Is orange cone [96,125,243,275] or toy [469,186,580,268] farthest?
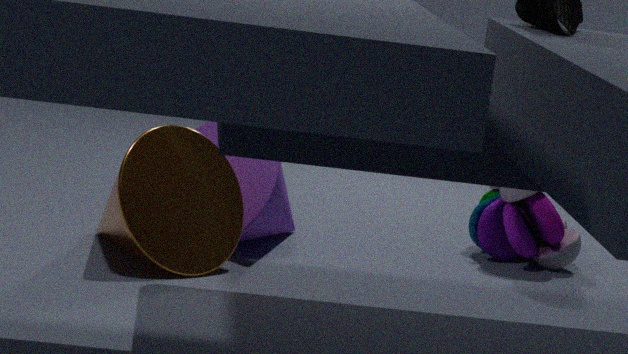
toy [469,186,580,268]
